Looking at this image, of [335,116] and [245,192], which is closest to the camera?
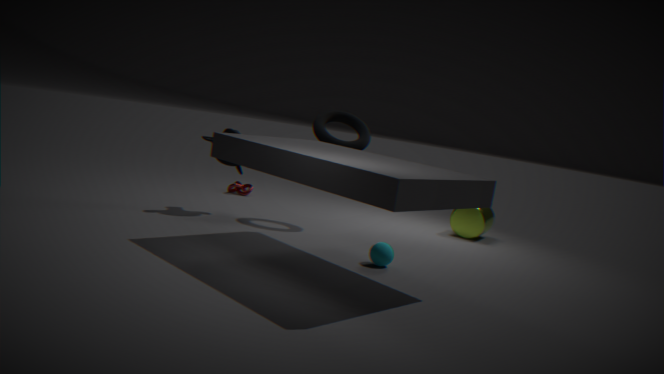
[335,116]
